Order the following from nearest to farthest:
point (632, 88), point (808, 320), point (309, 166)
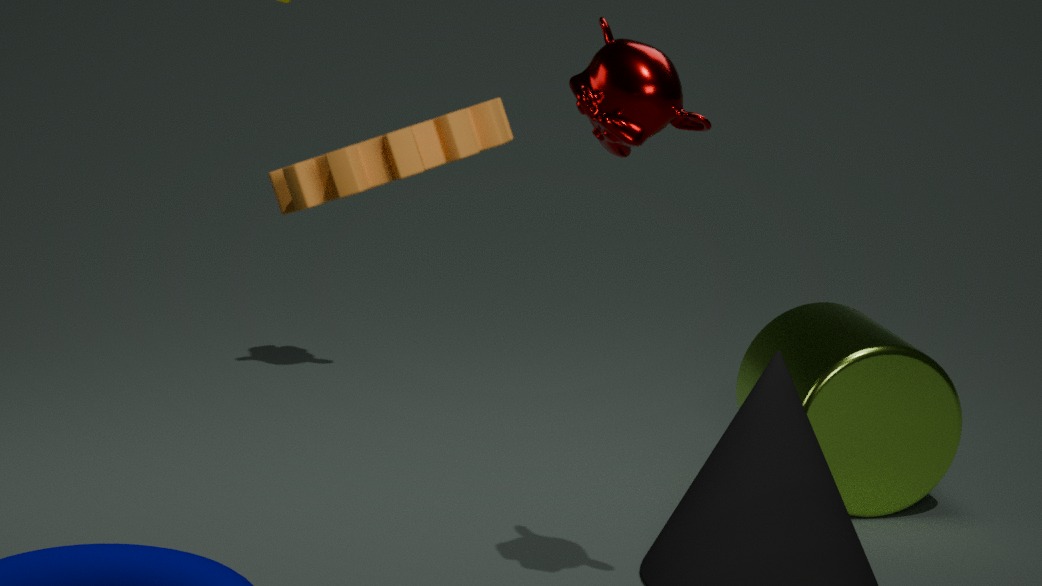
1. point (309, 166)
2. point (632, 88)
3. point (808, 320)
